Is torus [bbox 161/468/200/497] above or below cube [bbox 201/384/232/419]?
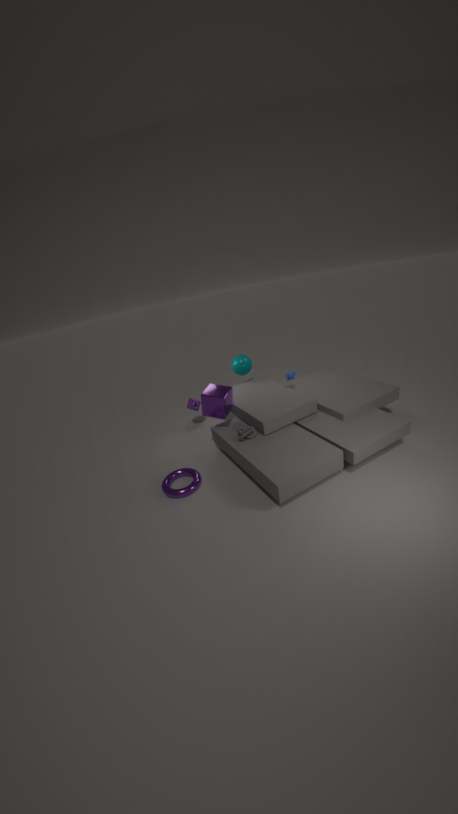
below
